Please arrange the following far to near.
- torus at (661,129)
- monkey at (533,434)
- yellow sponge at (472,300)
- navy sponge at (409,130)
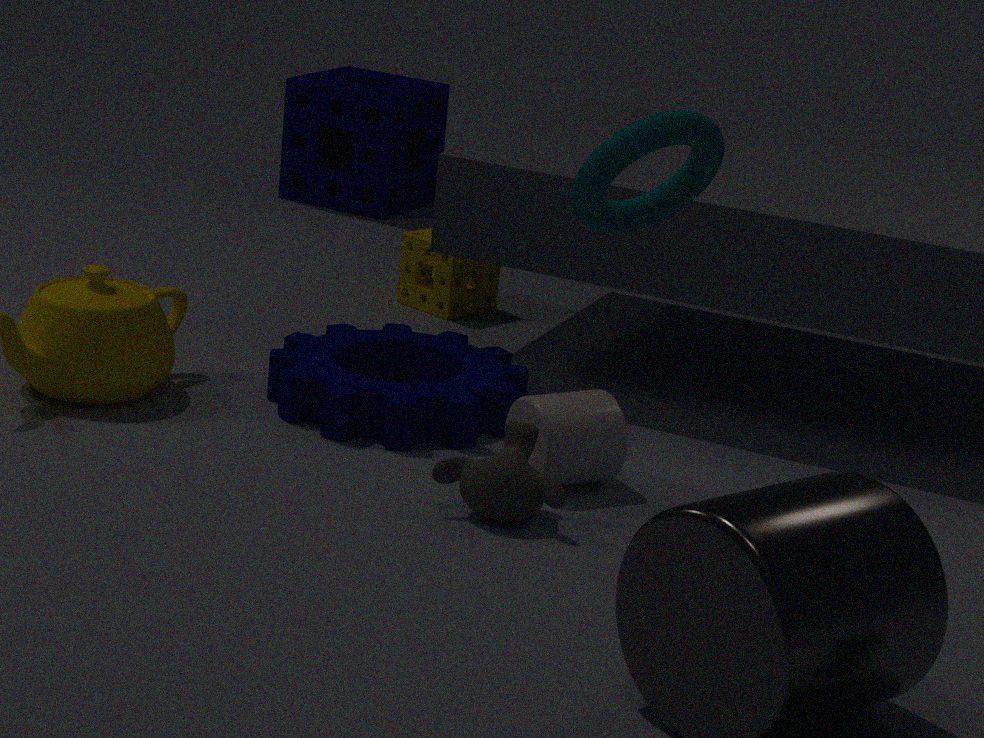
navy sponge at (409,130), yellow sponge at (472,300), monkey at (533,434), torus at (661,129)
